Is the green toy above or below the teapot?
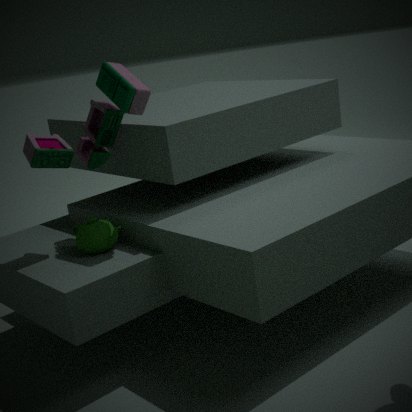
above
